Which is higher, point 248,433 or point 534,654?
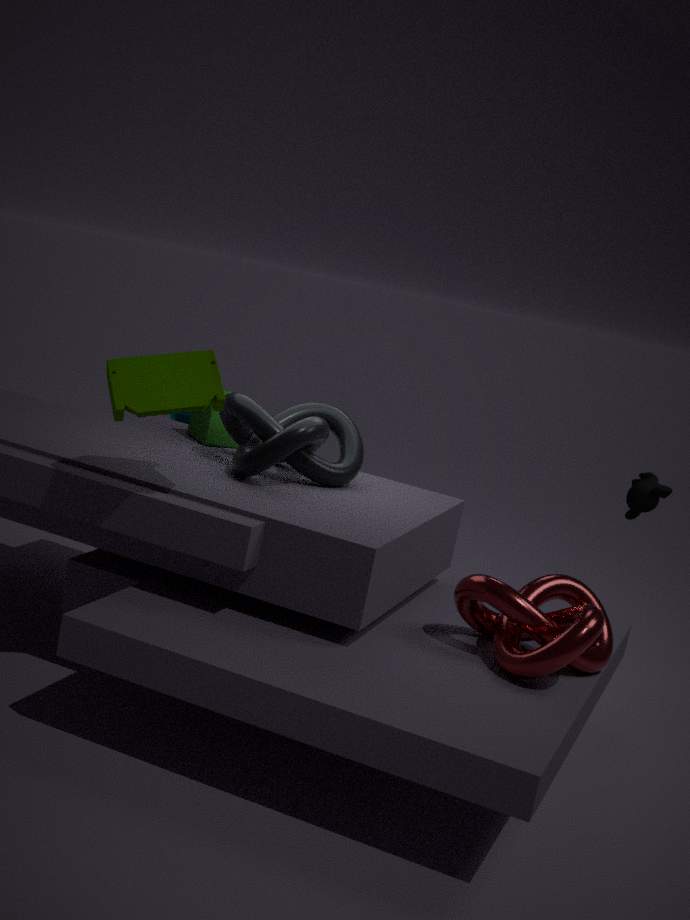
point 248,433
